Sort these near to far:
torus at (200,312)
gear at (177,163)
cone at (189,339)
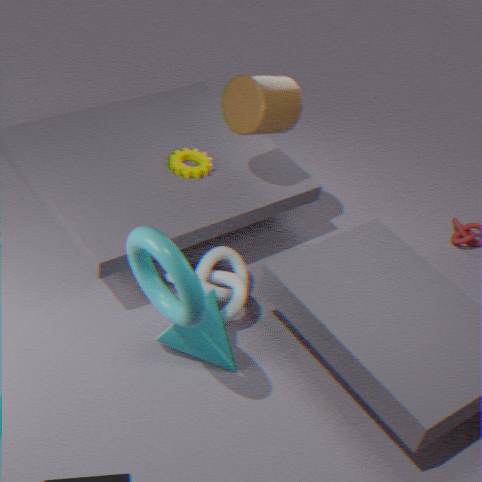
torus at (200,312), cone at (189,339), gear at (177,163)
